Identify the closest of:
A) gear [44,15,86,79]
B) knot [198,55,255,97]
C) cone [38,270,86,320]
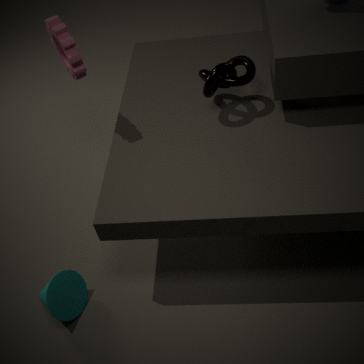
gear [44,15,86,79]
